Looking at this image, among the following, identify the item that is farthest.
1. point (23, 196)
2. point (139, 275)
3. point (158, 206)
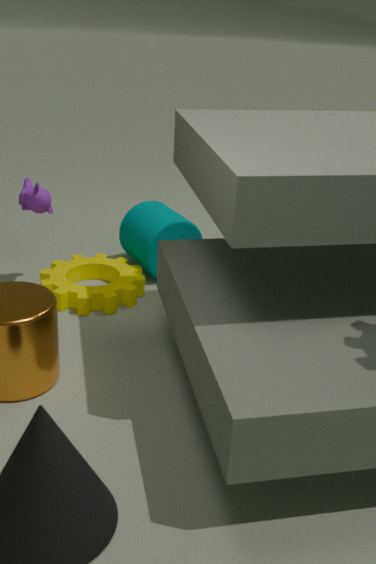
point (158, 206)
